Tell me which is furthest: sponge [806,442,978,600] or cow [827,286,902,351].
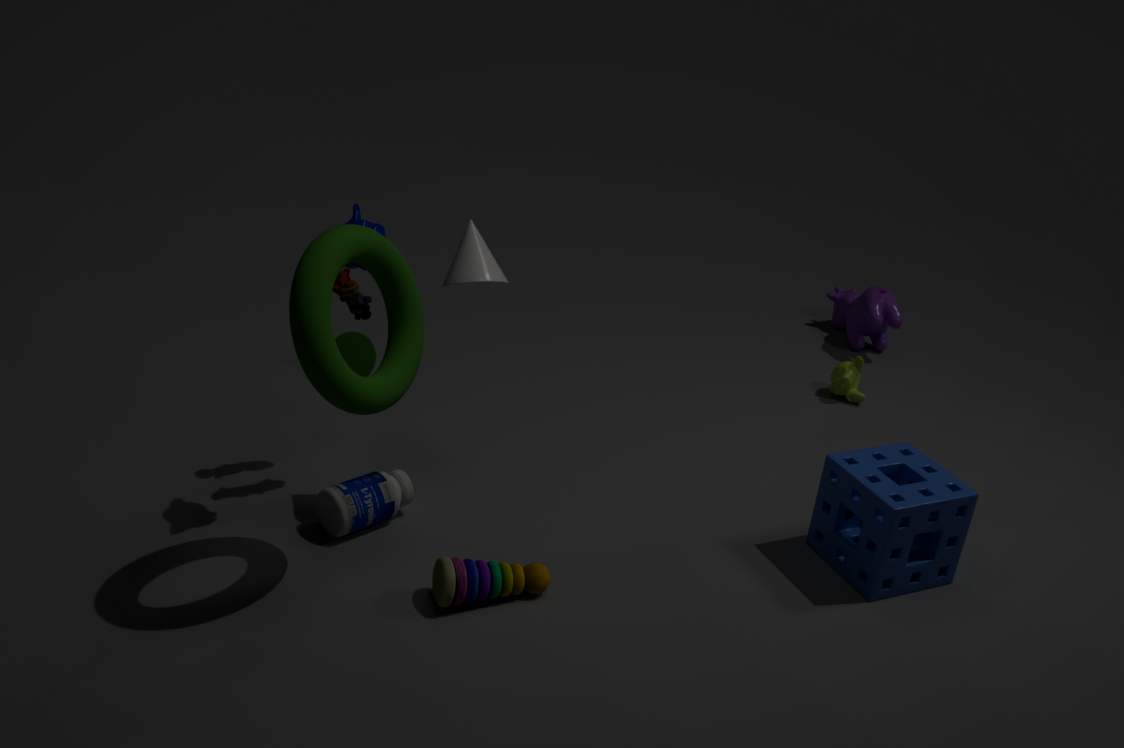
cow [827,286,902,351]
